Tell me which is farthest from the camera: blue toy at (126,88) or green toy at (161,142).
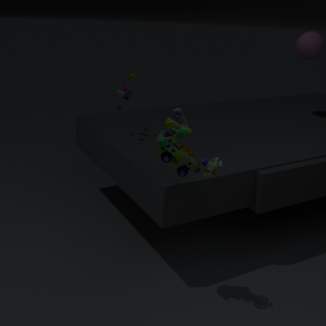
blue toy at (126,88)
